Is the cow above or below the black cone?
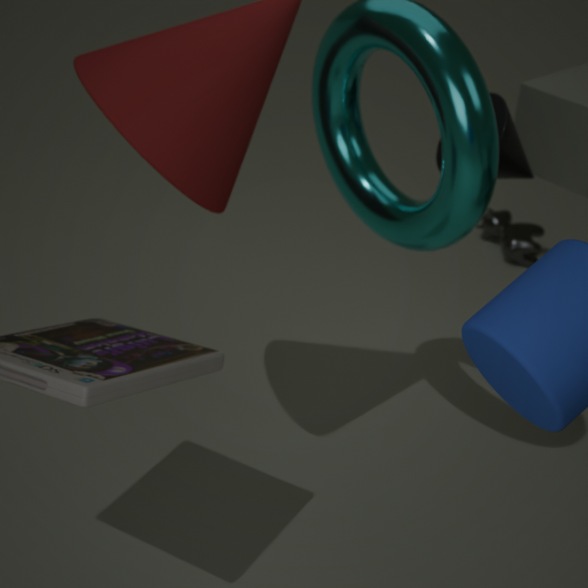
below
